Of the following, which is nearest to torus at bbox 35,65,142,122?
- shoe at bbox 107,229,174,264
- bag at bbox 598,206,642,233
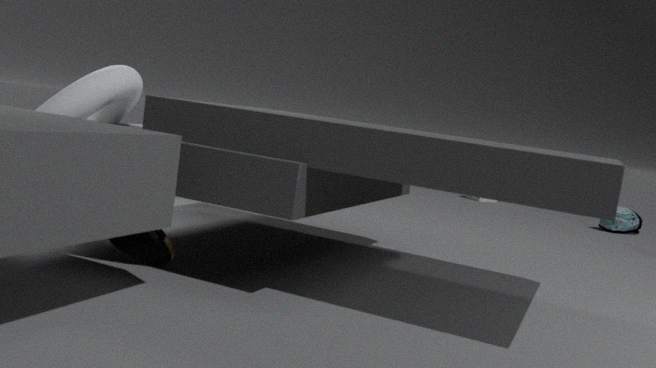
shoe at bbox 107,229,174,264
